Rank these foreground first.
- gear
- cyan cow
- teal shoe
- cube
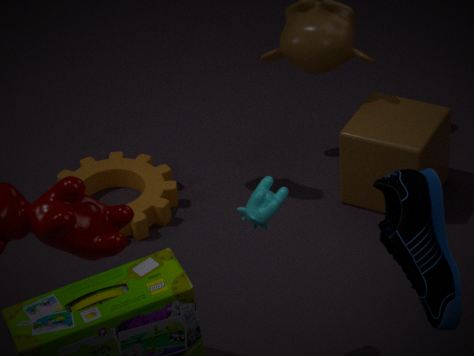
cyan cow → teal shoe → cube → gear
